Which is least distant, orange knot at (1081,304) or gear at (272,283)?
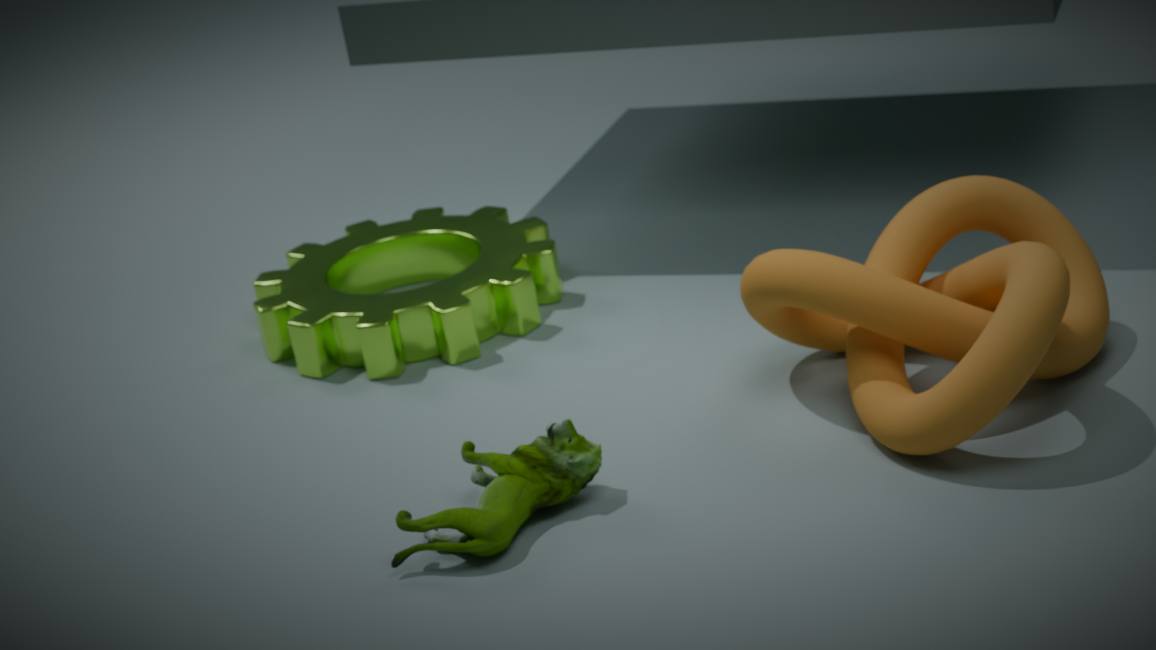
orange knot at (1081,304)
